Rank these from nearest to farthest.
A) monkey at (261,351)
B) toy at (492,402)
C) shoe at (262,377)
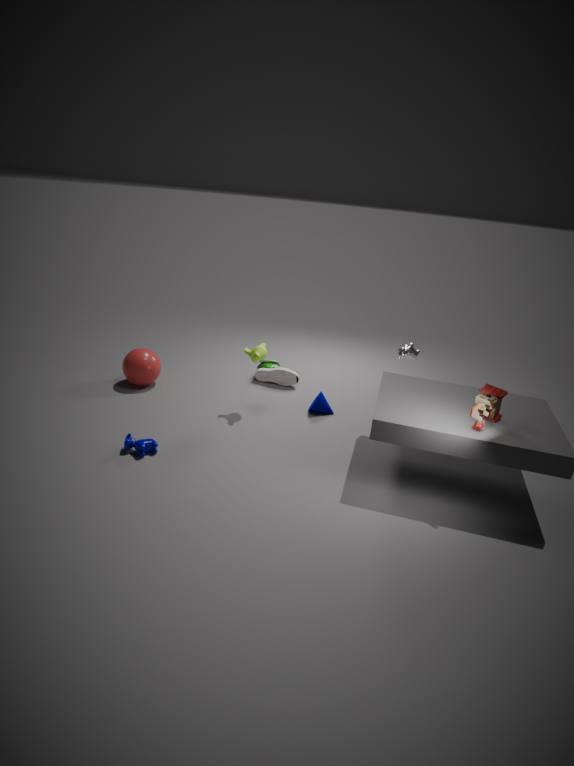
toy at (492,402)
monkey at (261,351)
shoe at (262,377)
